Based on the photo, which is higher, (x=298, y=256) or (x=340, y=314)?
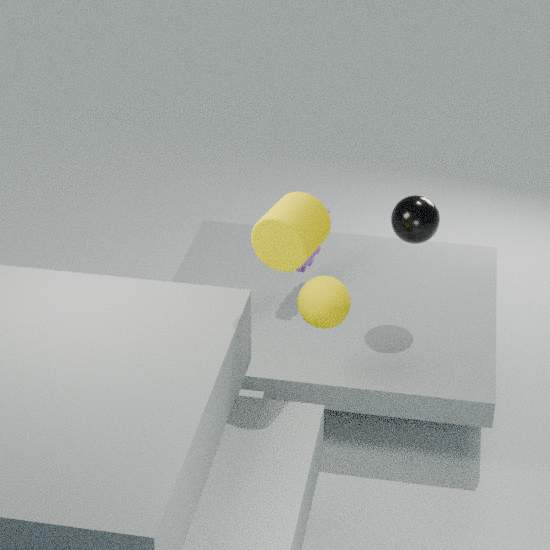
(x=298, y=256)
